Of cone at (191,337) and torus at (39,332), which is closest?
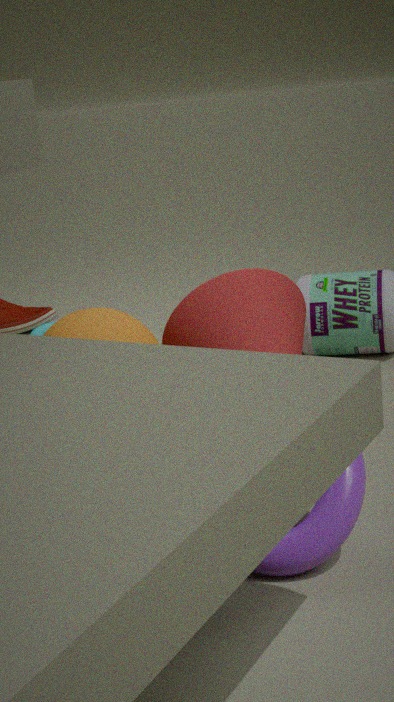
cone at (191,337)
